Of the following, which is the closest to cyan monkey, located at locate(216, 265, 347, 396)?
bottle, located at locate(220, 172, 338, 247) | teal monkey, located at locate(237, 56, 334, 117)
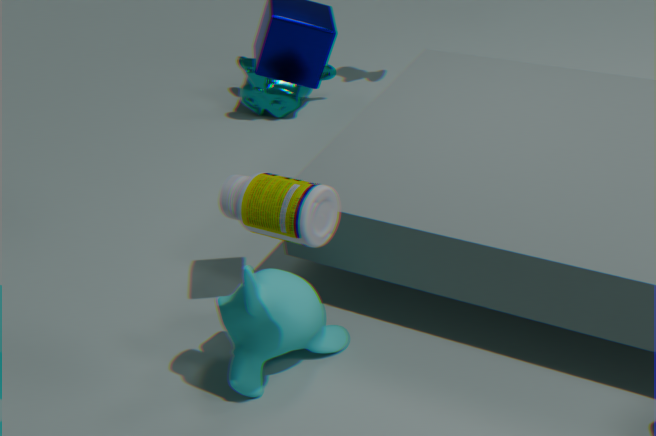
bottle, located at locate(220, 172, 338, 247)
